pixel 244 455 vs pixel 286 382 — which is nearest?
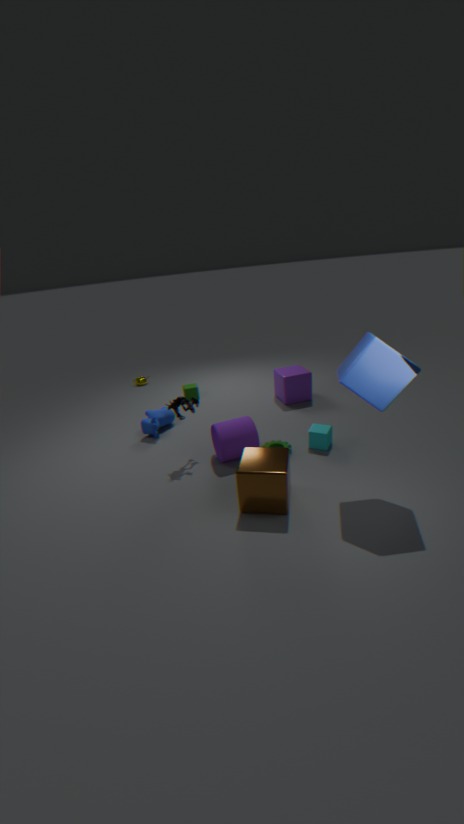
pixel 244 455
